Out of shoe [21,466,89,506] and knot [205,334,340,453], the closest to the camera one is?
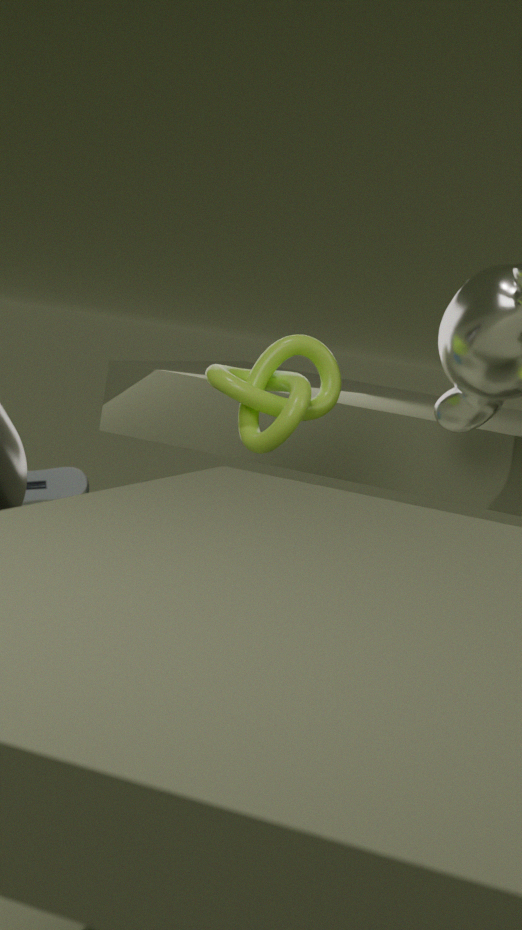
knot [205,334,340,453]
